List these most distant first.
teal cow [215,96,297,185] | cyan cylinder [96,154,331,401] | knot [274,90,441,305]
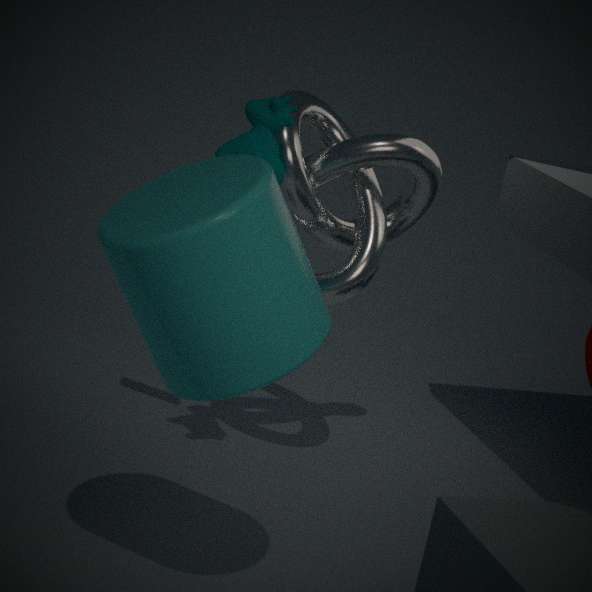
knot [274,90,441,305] → teal cow [215,96,297,185] → cyan cylinder [96,154,331,401]
